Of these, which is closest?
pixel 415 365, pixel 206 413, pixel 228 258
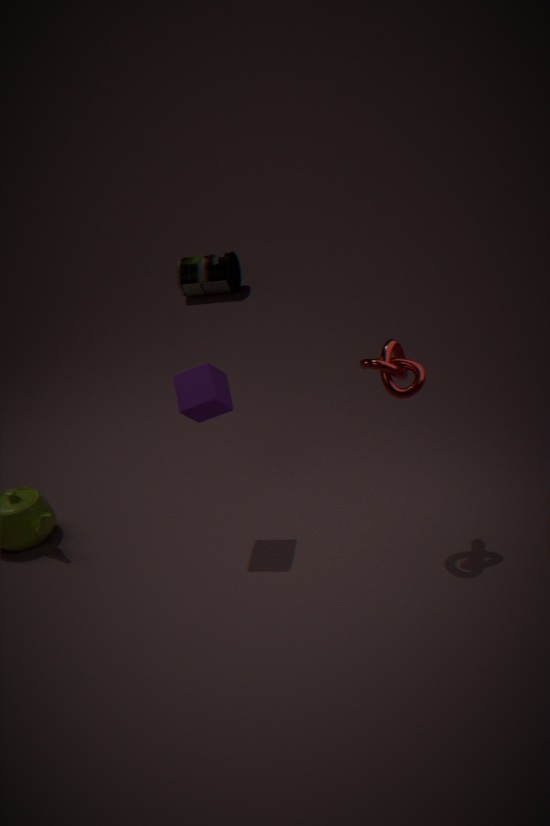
pixel 415 365
